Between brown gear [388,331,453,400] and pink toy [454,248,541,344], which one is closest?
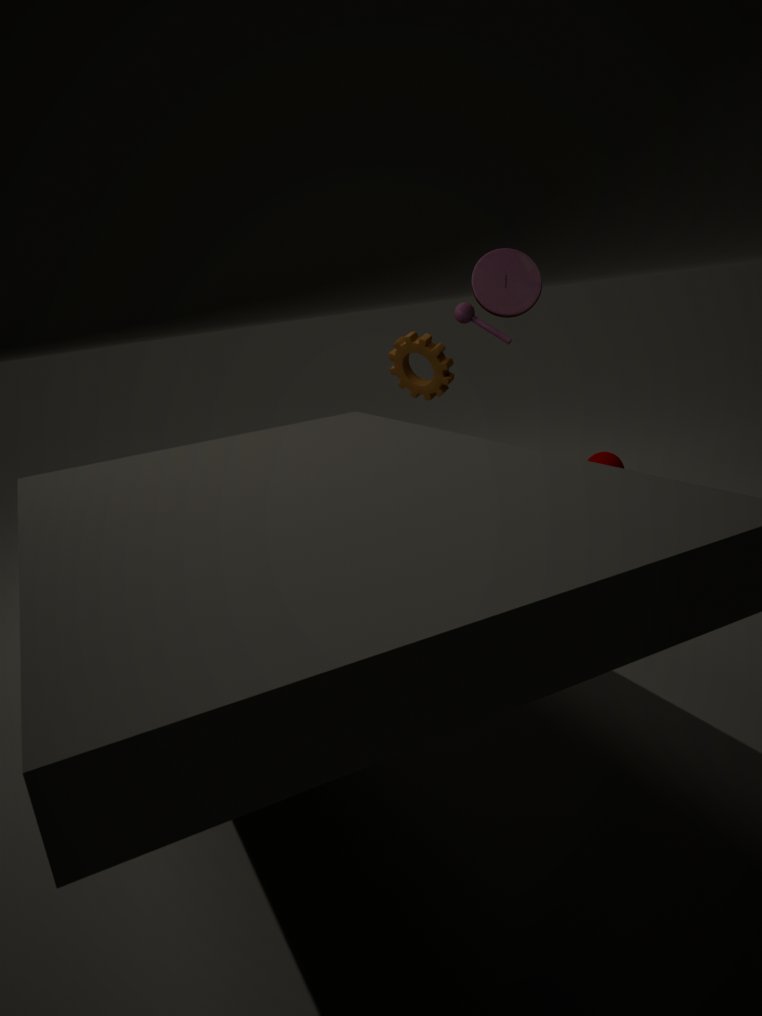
pink toy [454,248,541,344]
